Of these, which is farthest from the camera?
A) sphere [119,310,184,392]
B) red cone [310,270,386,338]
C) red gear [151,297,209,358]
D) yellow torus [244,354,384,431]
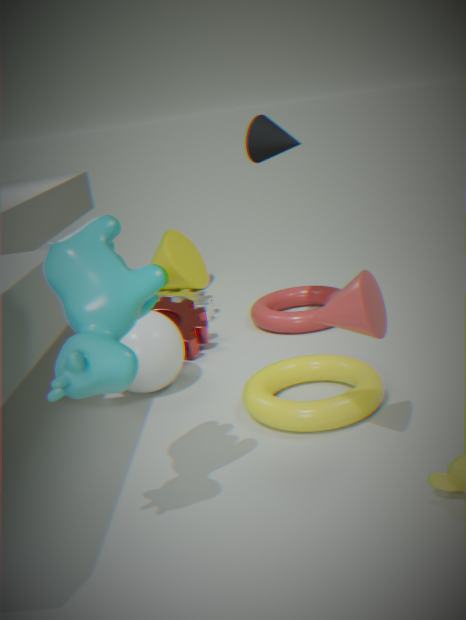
red gear [151,297,209,358]
